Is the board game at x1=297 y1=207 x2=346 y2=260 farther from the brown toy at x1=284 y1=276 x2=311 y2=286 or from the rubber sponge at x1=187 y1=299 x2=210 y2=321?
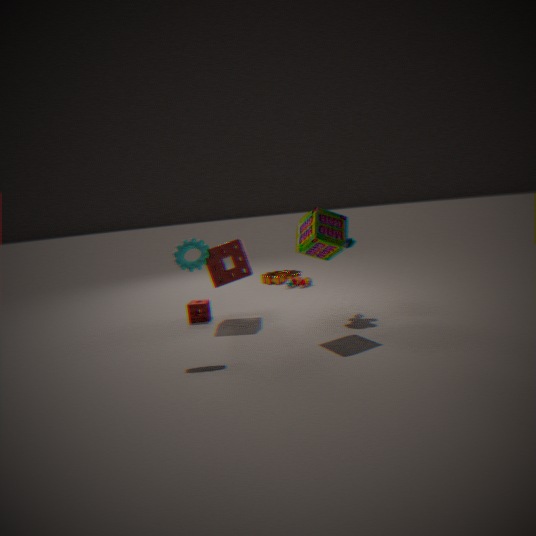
the brown toy at x1=284 y1=276 x2=311 y2=286
